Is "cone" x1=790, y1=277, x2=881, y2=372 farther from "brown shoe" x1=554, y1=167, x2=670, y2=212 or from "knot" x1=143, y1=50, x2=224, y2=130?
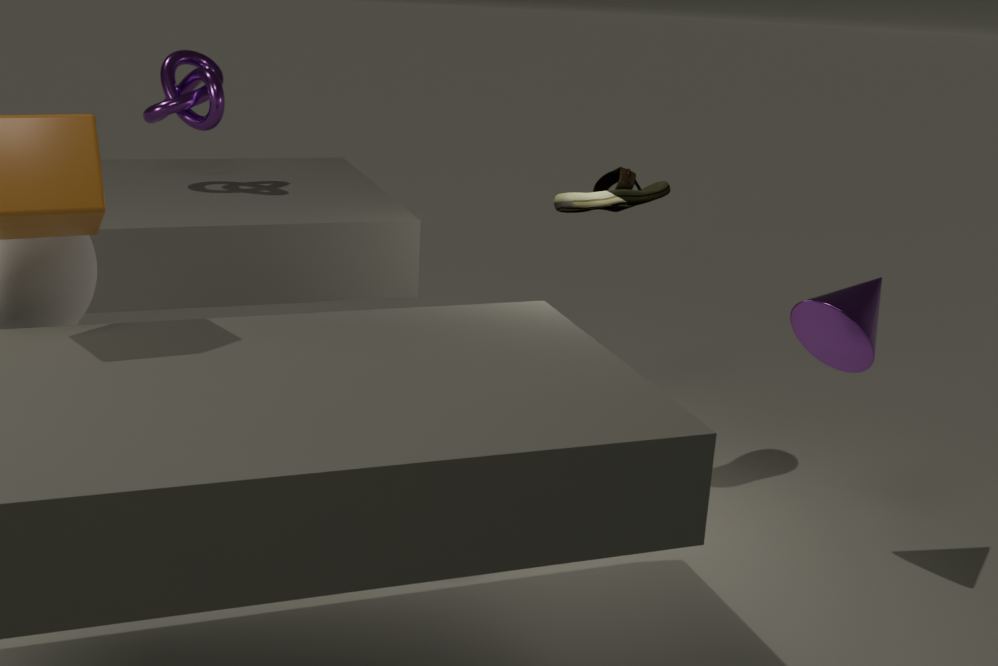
"knot" x1=143, y1=50, x2=224, y2=130
